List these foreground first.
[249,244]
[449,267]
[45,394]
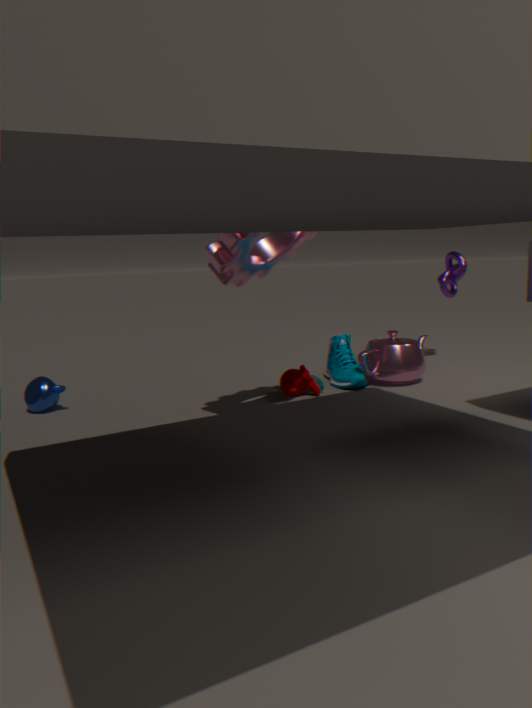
[249,244], [45,394], [449,267]
